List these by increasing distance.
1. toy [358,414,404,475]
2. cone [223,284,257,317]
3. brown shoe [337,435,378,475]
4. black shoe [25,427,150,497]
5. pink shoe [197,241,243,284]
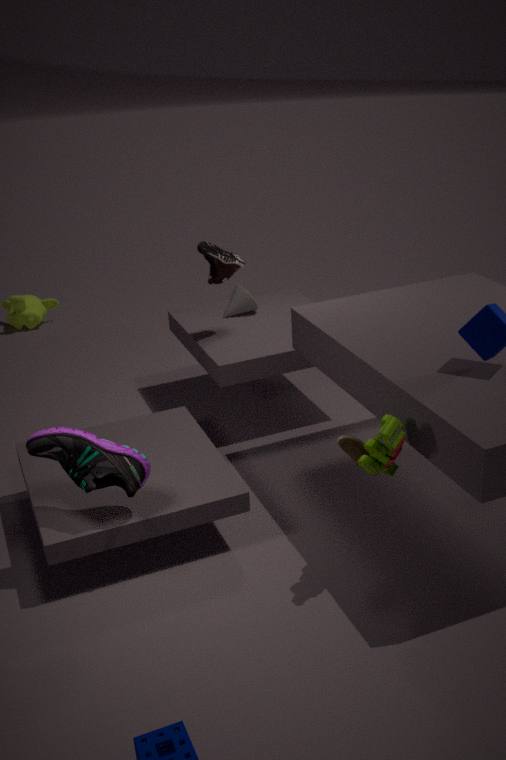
toy [358,414,404,475] < black shoe [25,427,150,497] < brown shoe [337,435,378,475] < pink shoe [197,241,243,284] < cone [223,284,257,317]
